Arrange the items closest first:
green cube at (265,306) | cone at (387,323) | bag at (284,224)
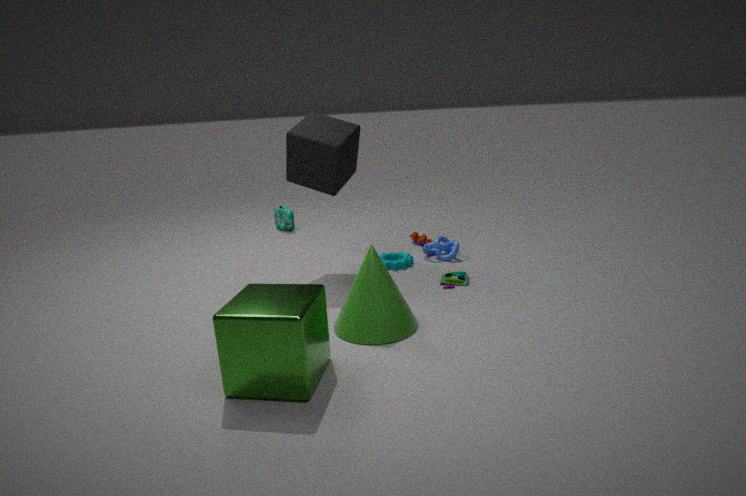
green cube at (265,306)
cone at (387,323)
bag at (284,224)
